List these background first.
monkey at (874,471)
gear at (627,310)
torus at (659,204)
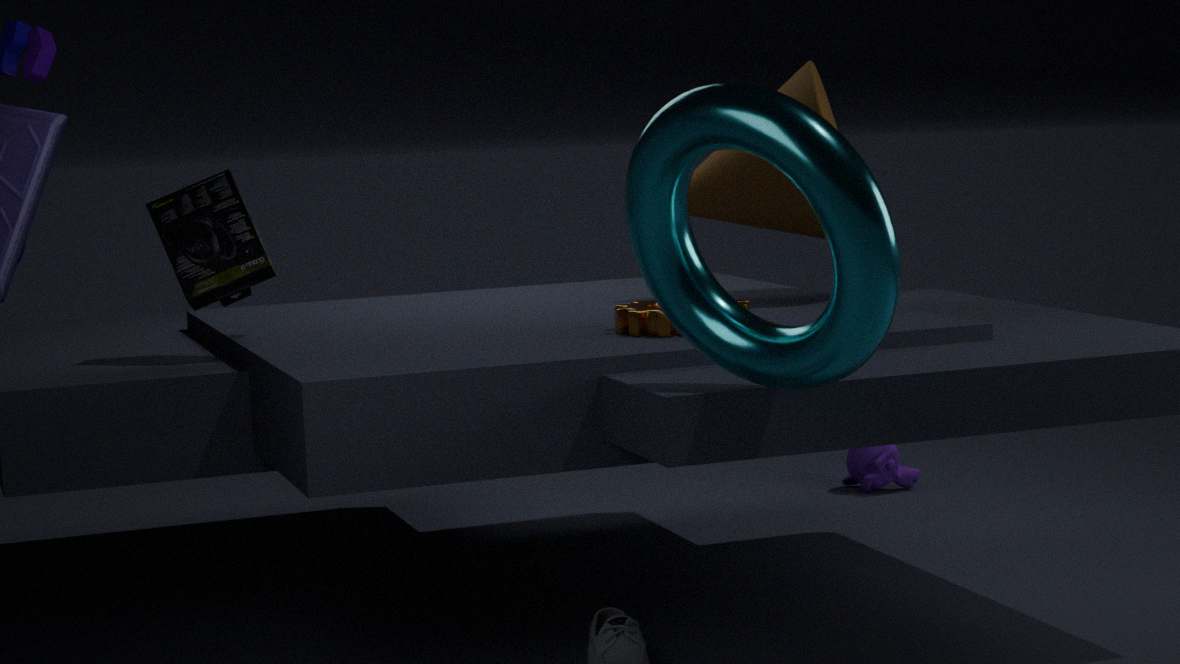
monkey at (874,471), gear at (627,310), torus at (659,204)
